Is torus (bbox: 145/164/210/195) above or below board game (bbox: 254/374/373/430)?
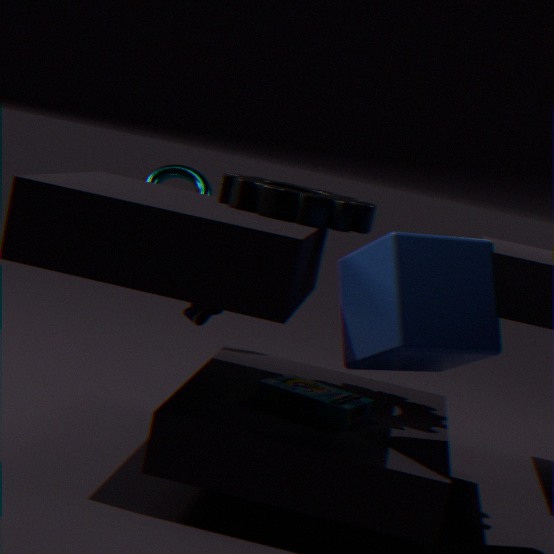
above
